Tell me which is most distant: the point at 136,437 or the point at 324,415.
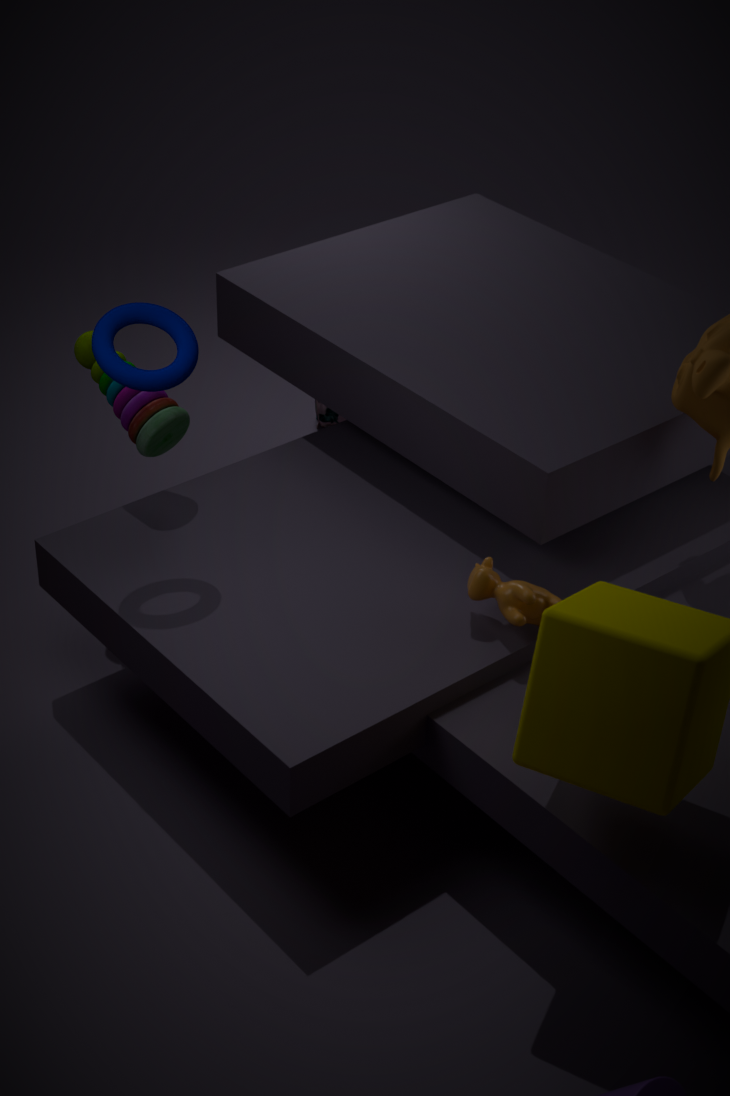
the point at 324,415
